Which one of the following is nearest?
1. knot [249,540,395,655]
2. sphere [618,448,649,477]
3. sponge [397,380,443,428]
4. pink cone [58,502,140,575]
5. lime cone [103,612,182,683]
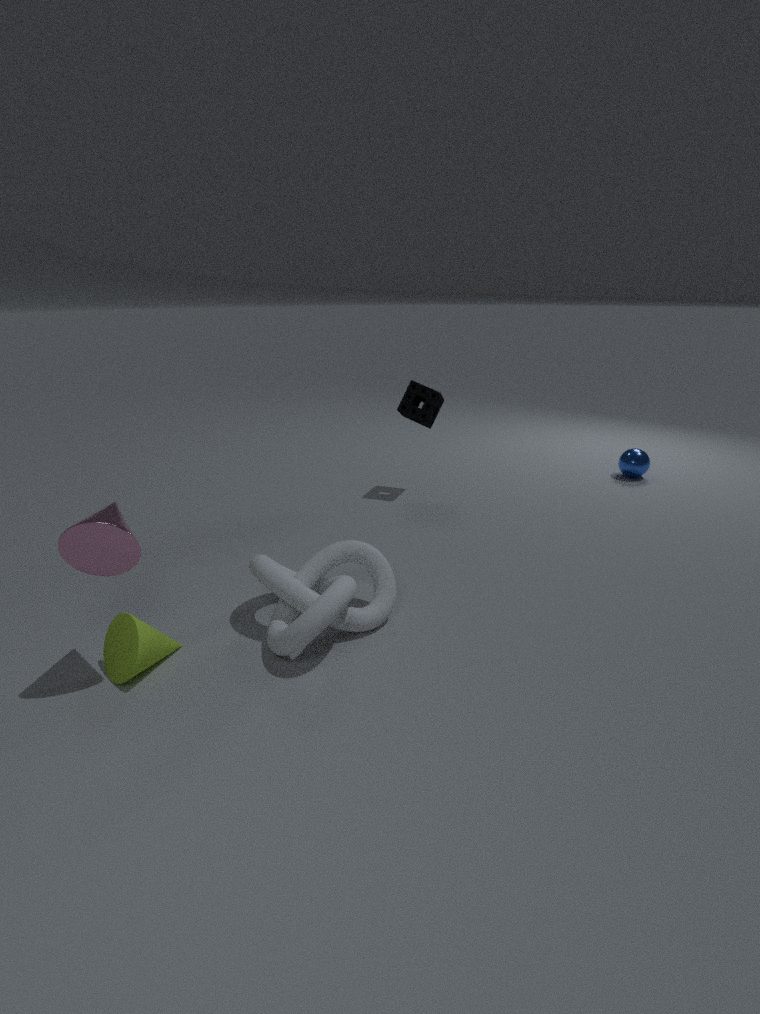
pink cone [58,502,140,575]
